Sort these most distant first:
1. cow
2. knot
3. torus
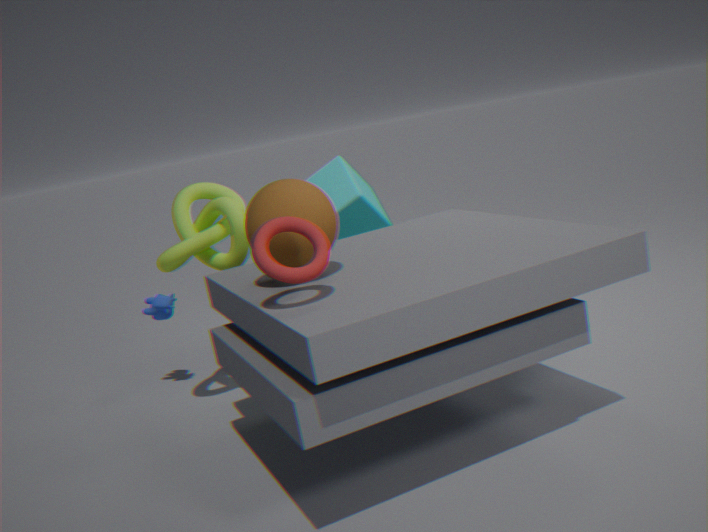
cow → knot → torus
